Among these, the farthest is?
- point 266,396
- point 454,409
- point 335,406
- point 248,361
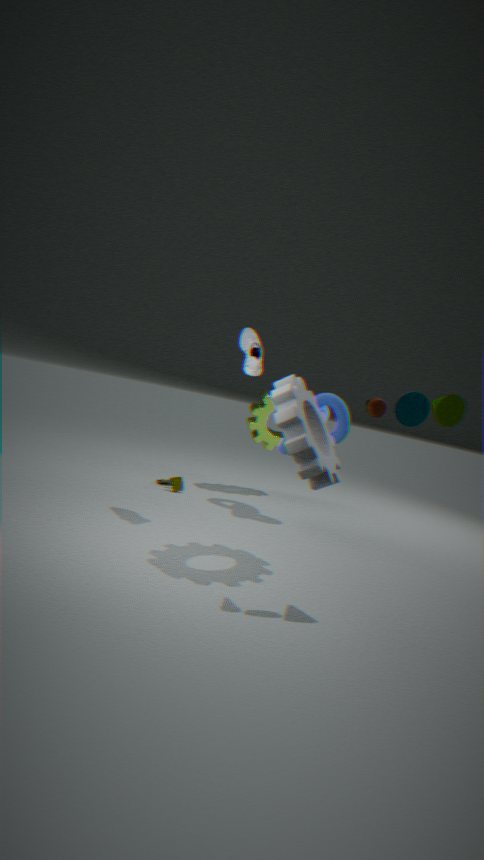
point 266,396
